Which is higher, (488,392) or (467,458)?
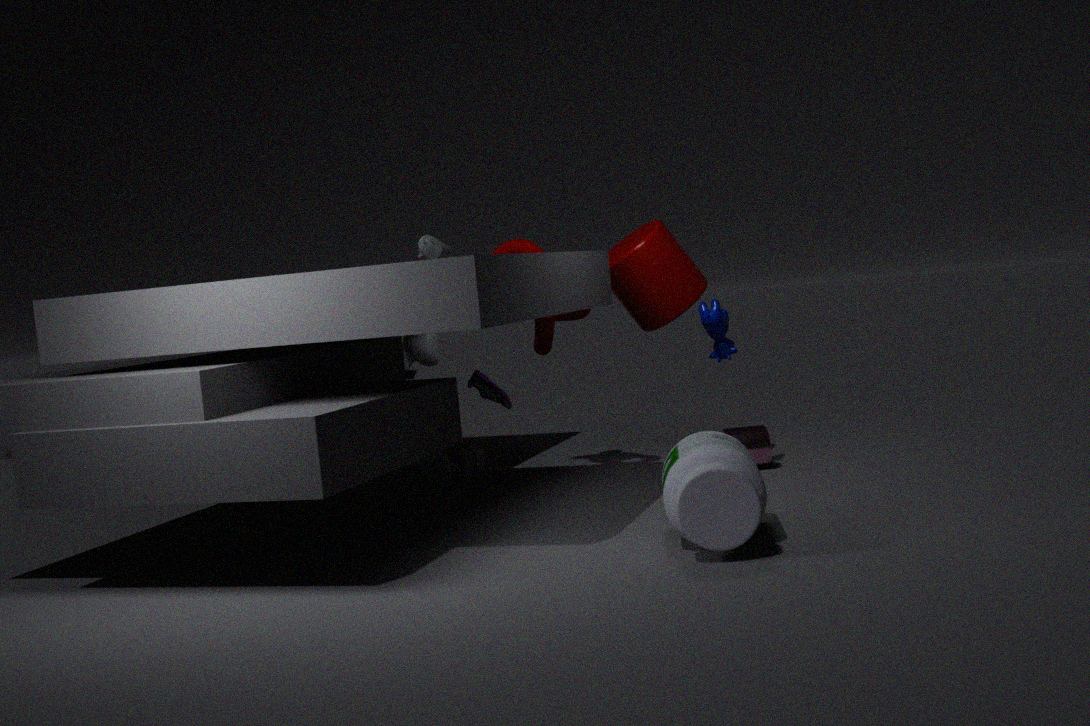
(488,392)
